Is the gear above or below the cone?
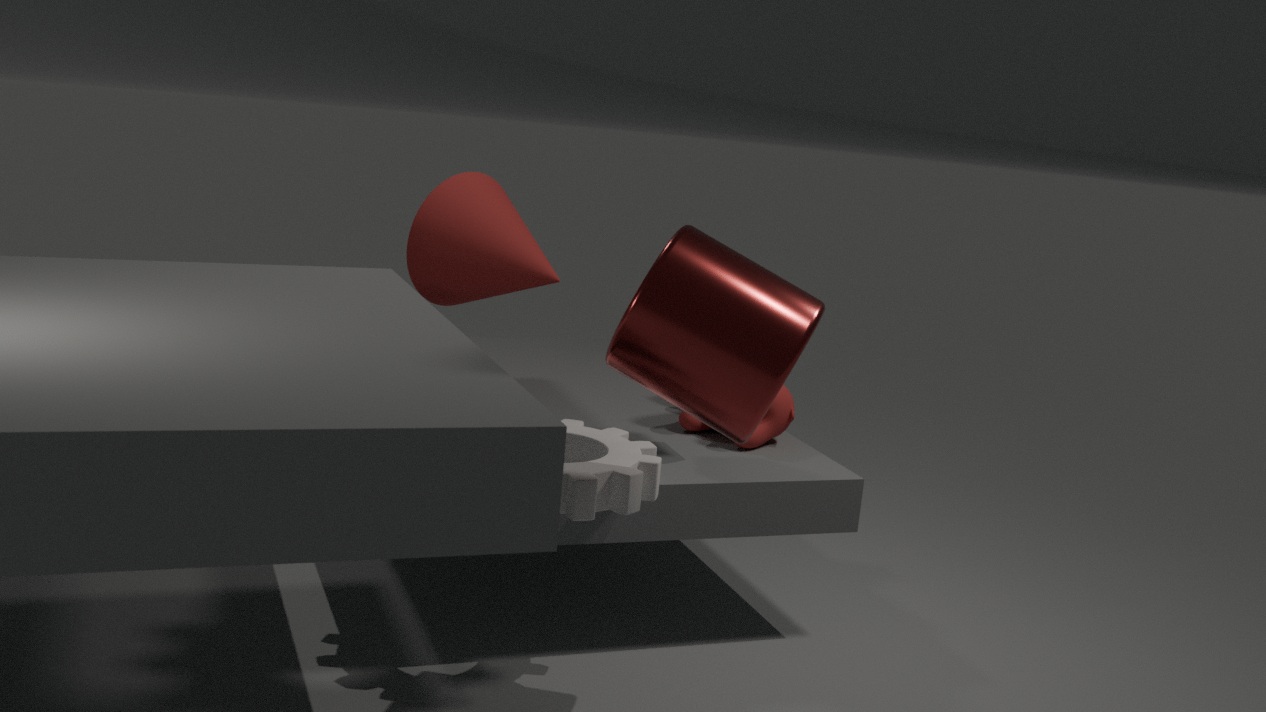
below
